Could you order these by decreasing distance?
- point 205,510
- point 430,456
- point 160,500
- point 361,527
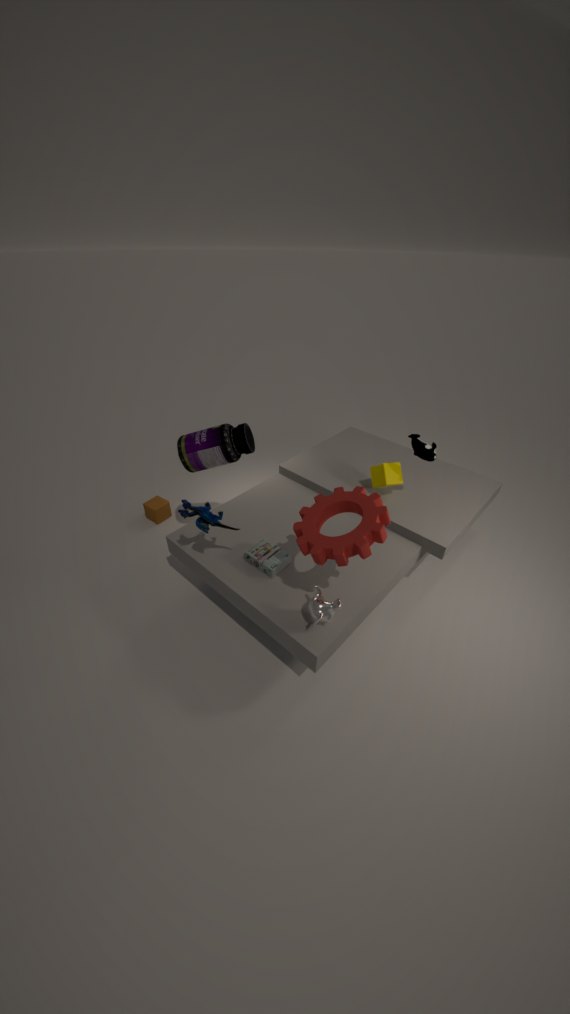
1. point 160,500
2. point 430,456
3. point 205,510
4. point 361,527
